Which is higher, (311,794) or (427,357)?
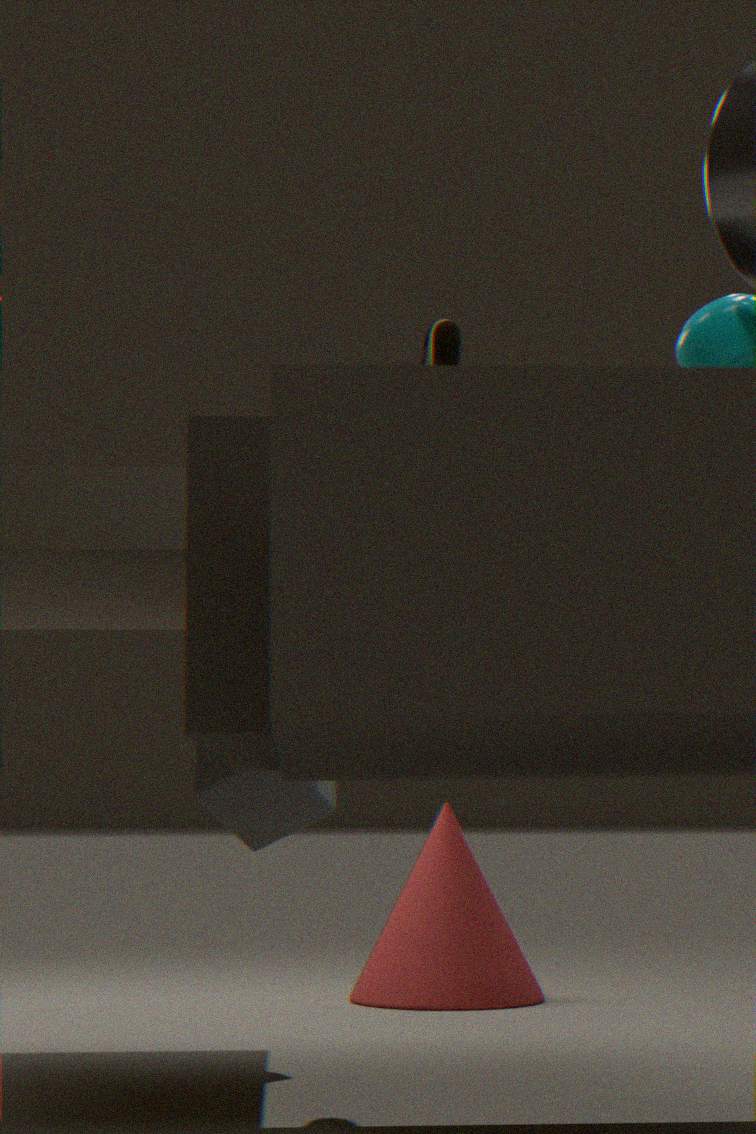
(427,357)
